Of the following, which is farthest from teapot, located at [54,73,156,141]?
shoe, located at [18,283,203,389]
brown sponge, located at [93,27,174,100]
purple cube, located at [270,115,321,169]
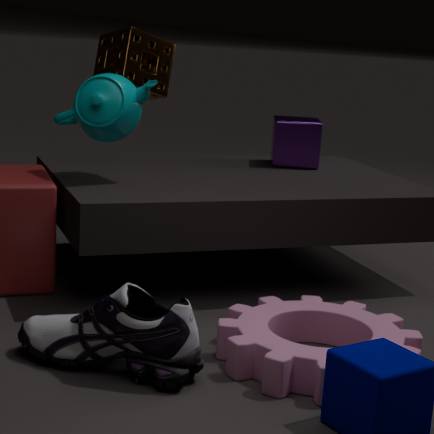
purple cube, located at [270,115,321,169]
